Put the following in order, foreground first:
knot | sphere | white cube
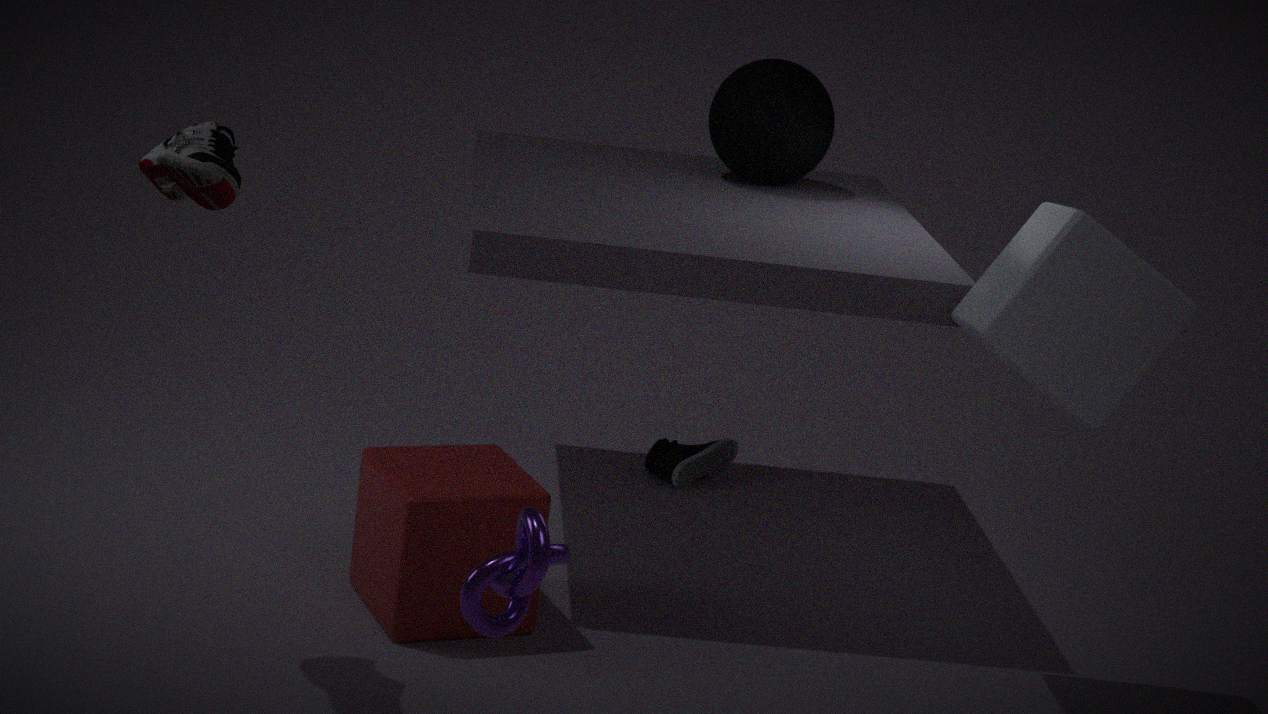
1. knot
2. white cube
3. sphere
